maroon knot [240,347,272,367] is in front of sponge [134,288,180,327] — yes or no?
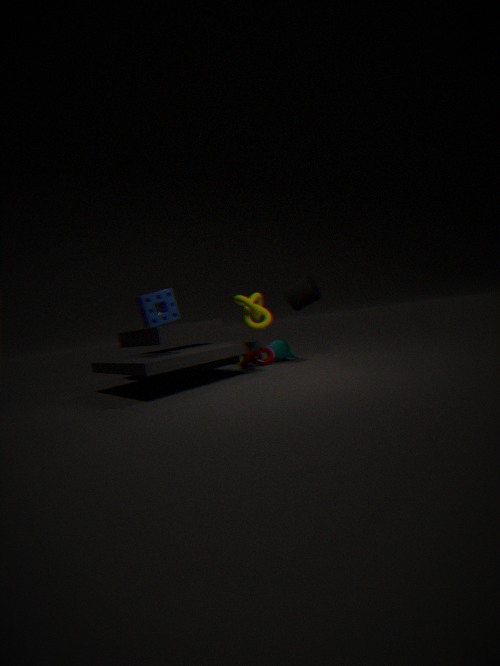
No
